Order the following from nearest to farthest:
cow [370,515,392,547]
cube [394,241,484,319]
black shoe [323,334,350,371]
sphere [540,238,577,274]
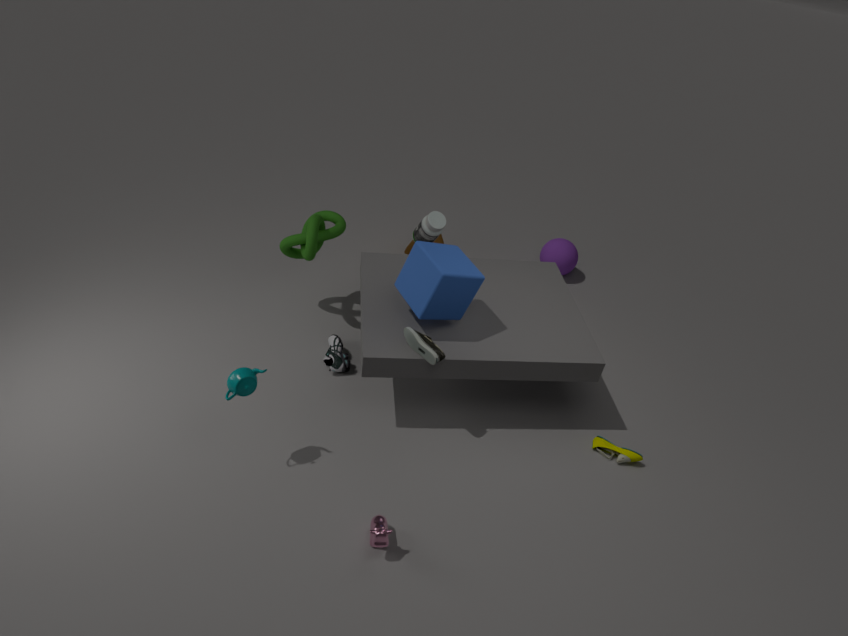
cow [370,515,392,547], cube [394,241,484,319], black shoe [323,334,350,371], sphere [540,238,577,274]
